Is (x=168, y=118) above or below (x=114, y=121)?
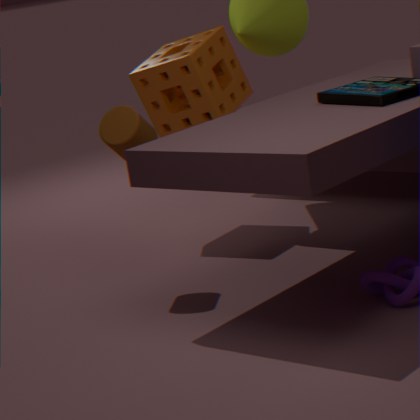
above
